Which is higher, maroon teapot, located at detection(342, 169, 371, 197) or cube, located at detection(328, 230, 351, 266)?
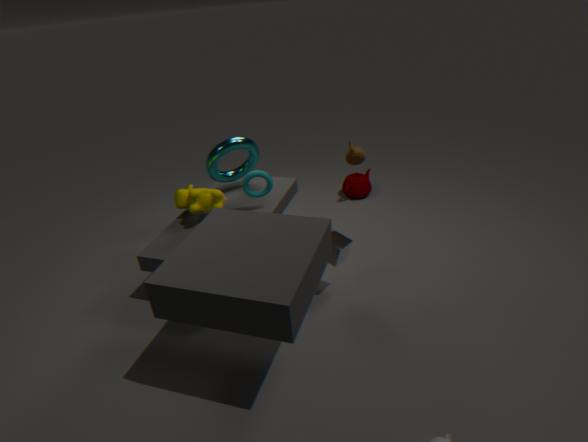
cube, located at detection(328, 230, 351, 266)
